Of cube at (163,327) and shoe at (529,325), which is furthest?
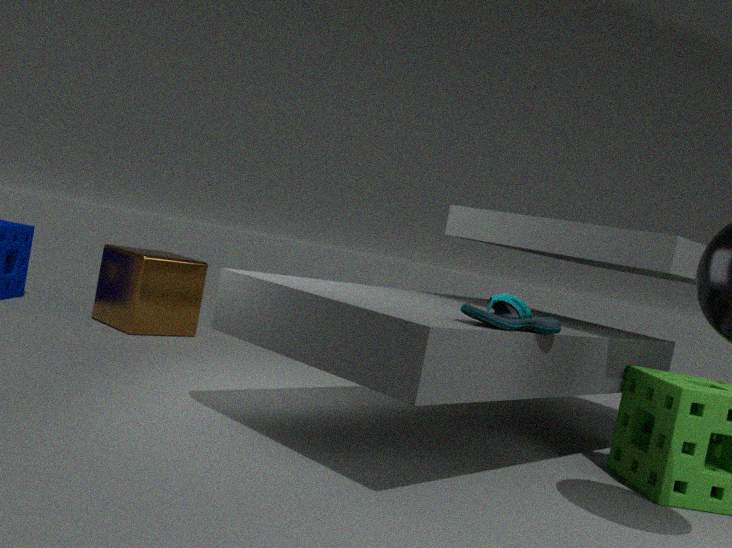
cube at (163,327)
